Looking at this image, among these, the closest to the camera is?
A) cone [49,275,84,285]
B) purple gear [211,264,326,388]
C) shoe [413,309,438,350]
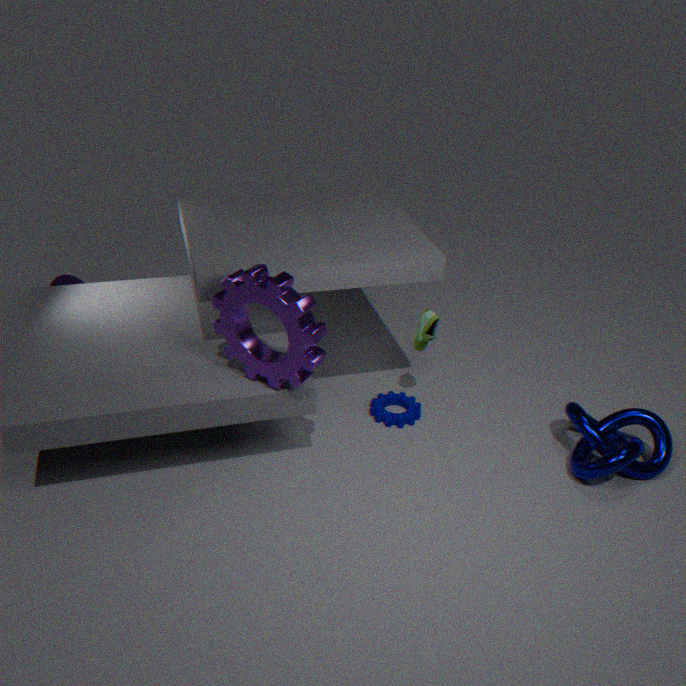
purple gear [211,264,326,388]
